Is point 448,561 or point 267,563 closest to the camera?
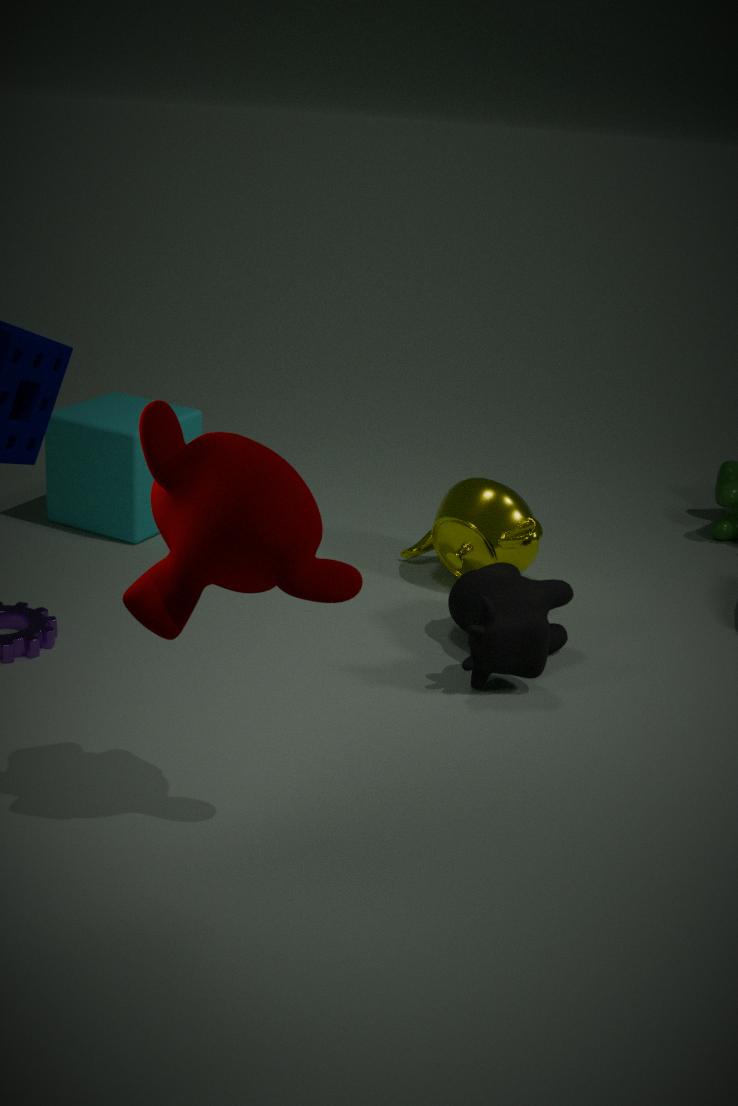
point 267,563
